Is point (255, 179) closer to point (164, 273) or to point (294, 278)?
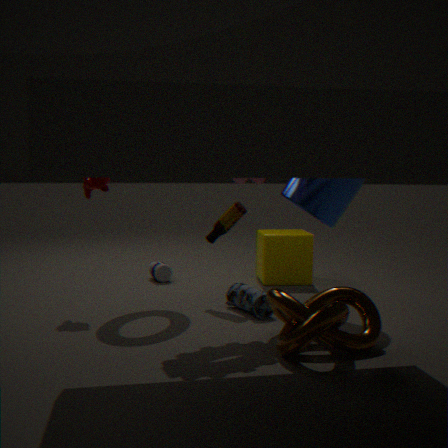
point (294, 278)
